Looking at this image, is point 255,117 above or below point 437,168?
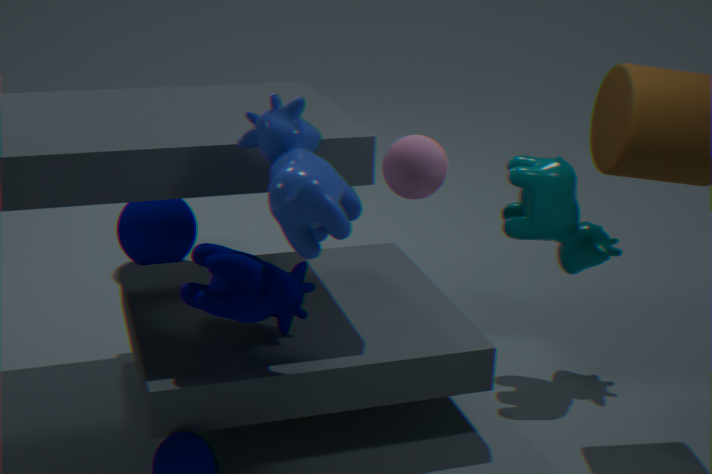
below
